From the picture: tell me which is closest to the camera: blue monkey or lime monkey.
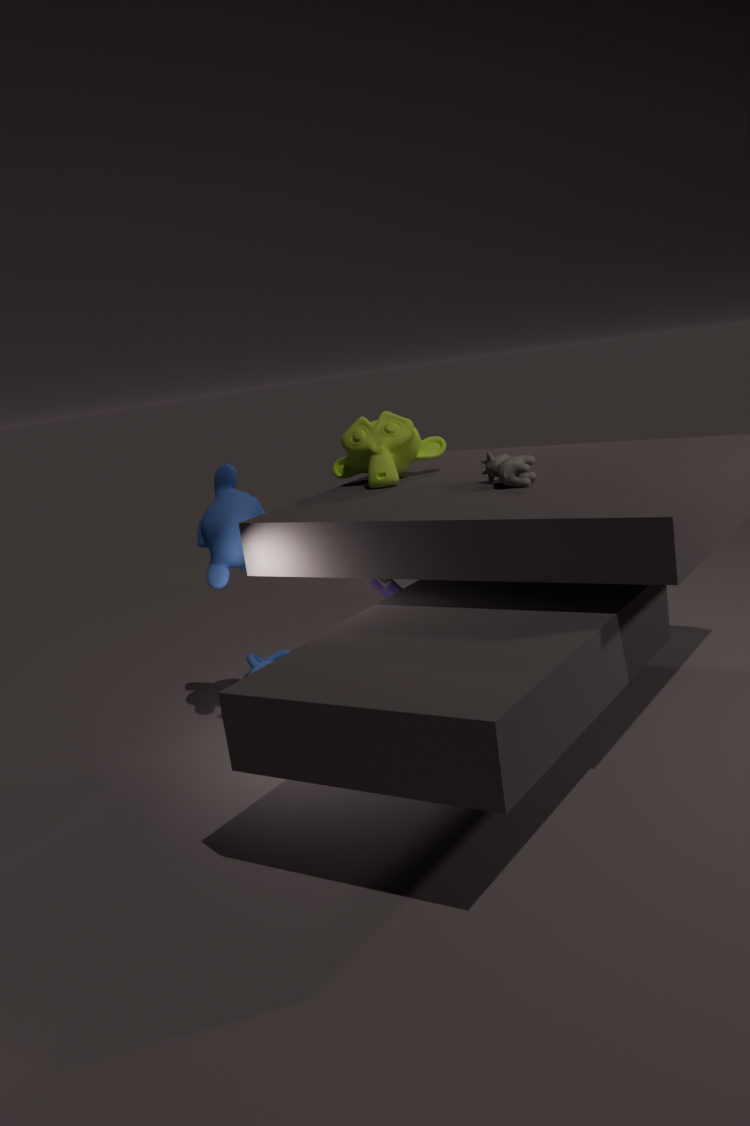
blue monkey
